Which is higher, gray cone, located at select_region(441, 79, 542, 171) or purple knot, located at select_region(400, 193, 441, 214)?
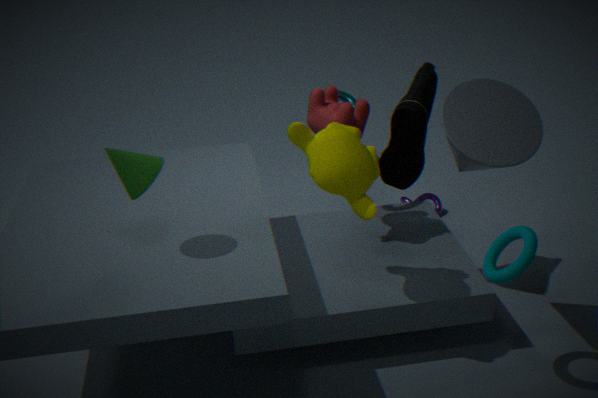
gray cone, located at select_region(441, 79, 542, 171)
